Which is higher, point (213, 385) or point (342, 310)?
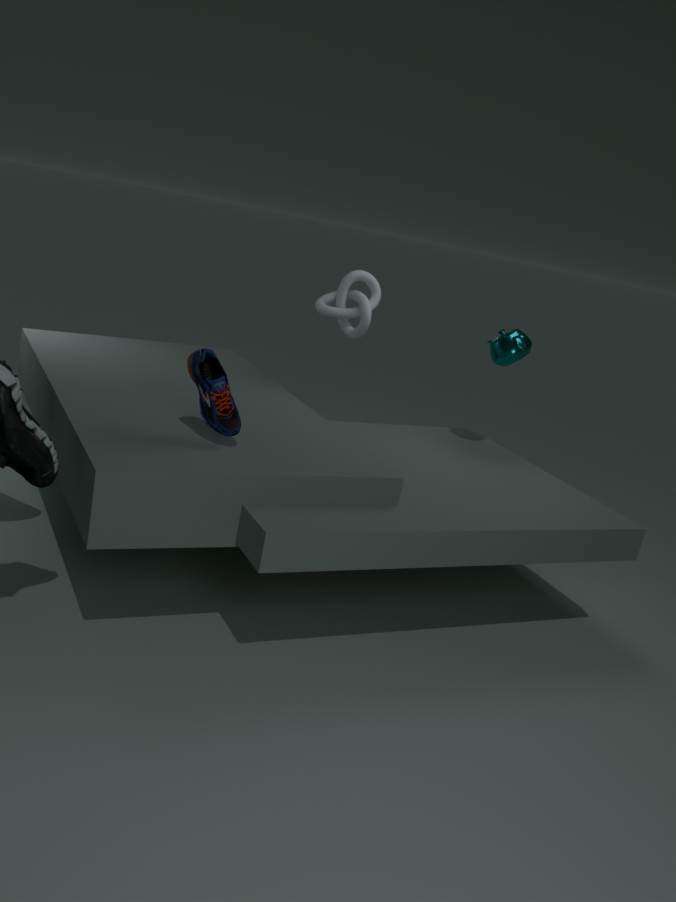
point (342, 310)
